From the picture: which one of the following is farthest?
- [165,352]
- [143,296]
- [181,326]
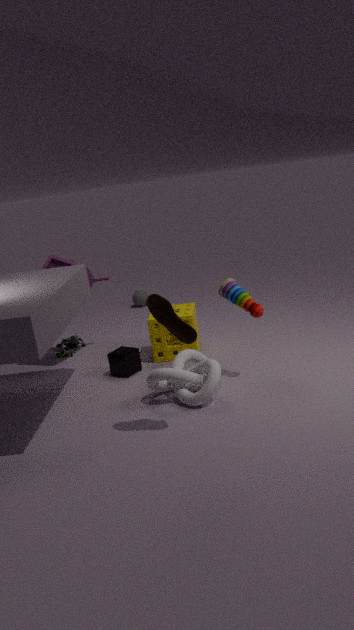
[143,296]
